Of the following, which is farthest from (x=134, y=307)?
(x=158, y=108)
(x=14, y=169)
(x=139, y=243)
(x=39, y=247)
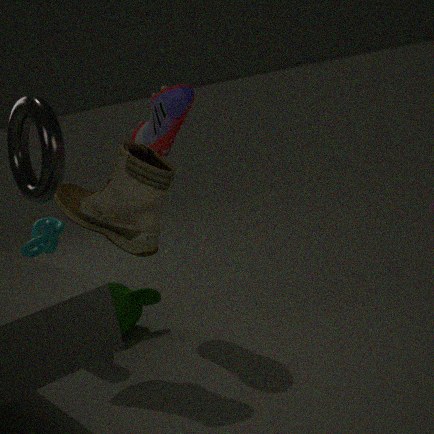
(x=158, y=108)
